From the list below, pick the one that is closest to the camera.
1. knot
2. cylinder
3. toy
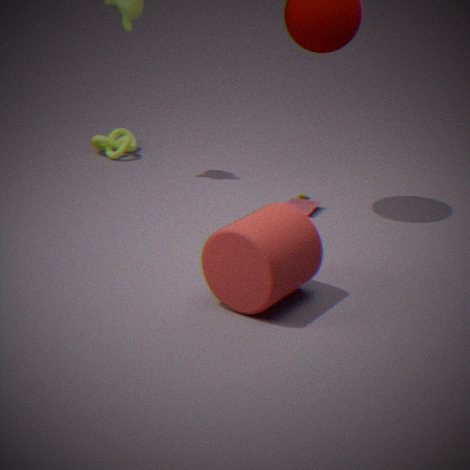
cylinder
